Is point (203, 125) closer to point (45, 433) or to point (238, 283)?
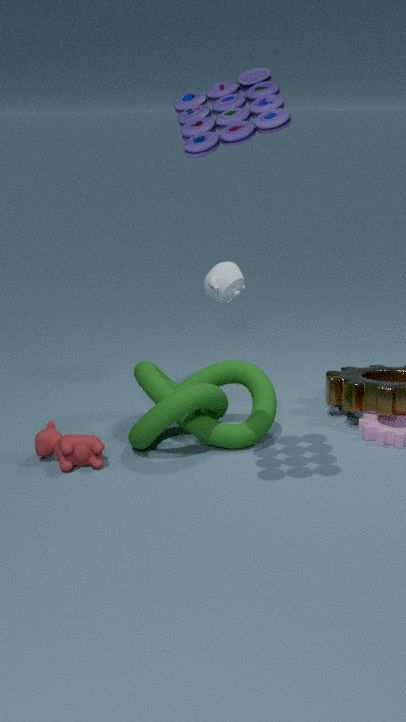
point (45, 433)
